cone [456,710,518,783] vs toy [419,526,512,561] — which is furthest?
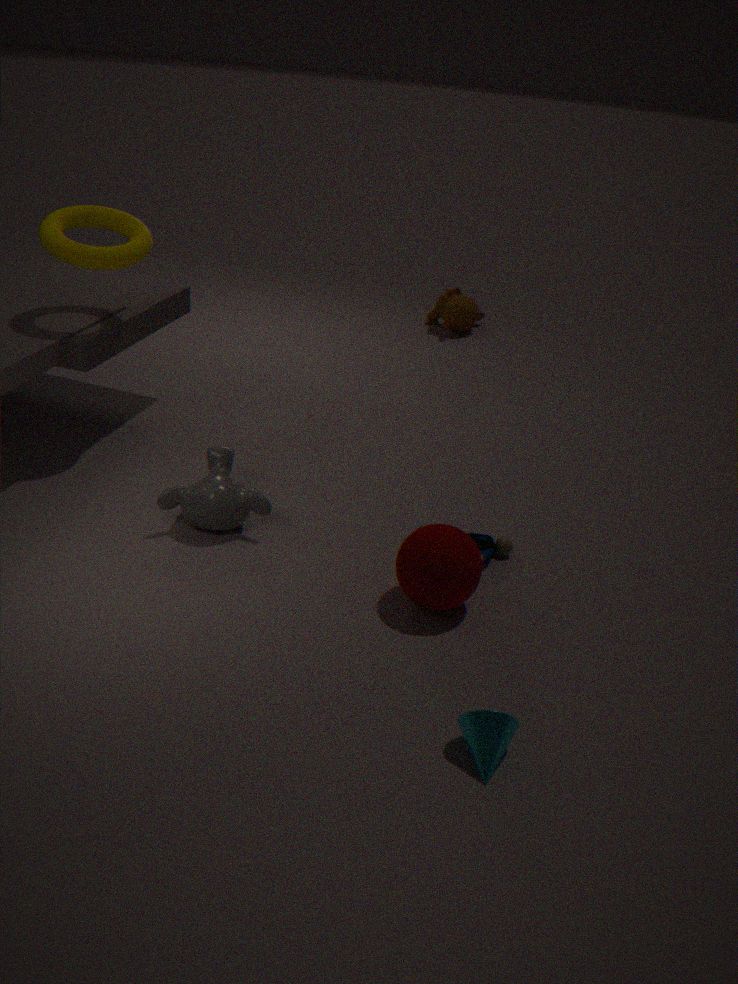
toy [419,526,512,561]
